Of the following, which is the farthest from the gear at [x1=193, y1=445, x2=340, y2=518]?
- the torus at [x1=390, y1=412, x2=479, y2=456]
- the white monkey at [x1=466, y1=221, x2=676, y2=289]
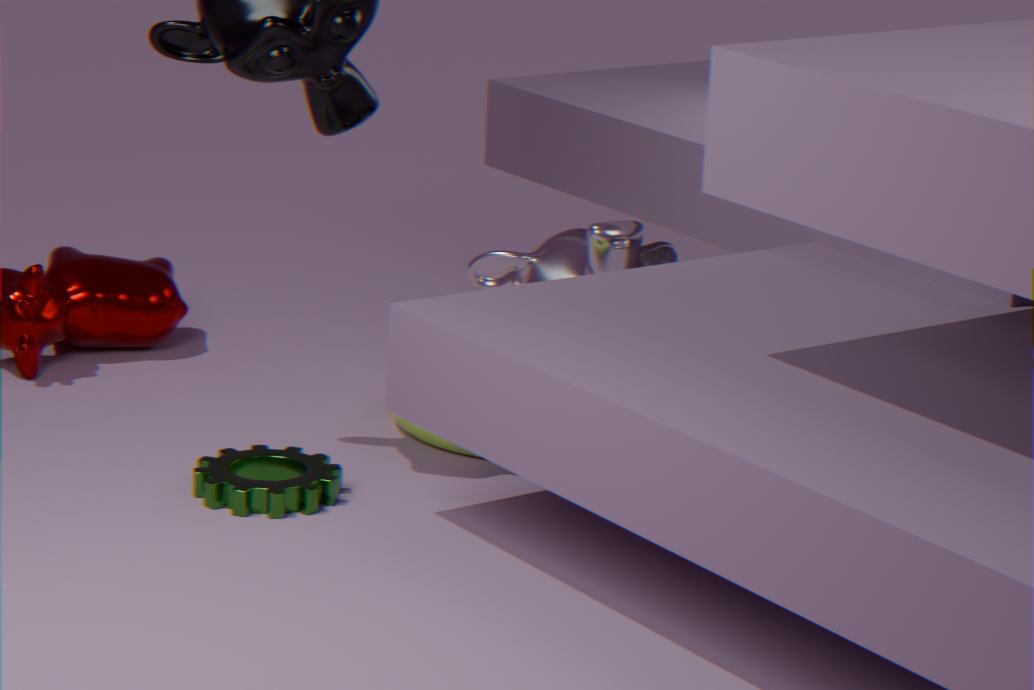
the white monkey at [x1=466, y1=221, x2=676, y2=289]
